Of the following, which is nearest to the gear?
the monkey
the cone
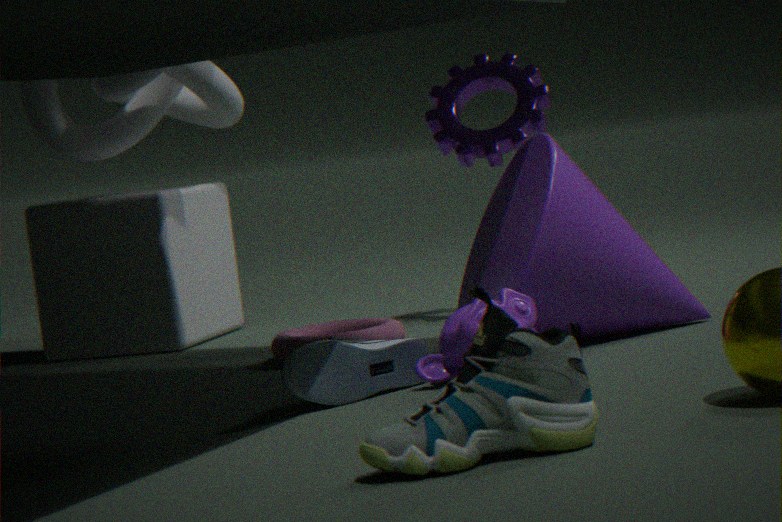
the cone
